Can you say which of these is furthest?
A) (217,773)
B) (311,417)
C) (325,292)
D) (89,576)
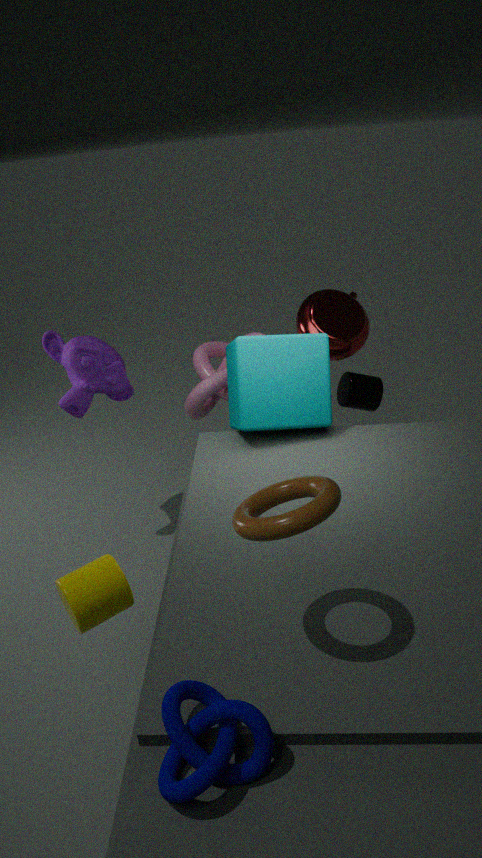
(325,292)
